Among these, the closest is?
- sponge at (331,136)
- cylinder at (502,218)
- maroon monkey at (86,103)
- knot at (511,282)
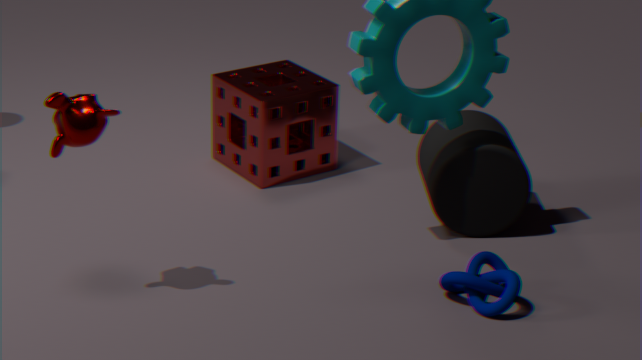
maroon monkey at (86,103)
